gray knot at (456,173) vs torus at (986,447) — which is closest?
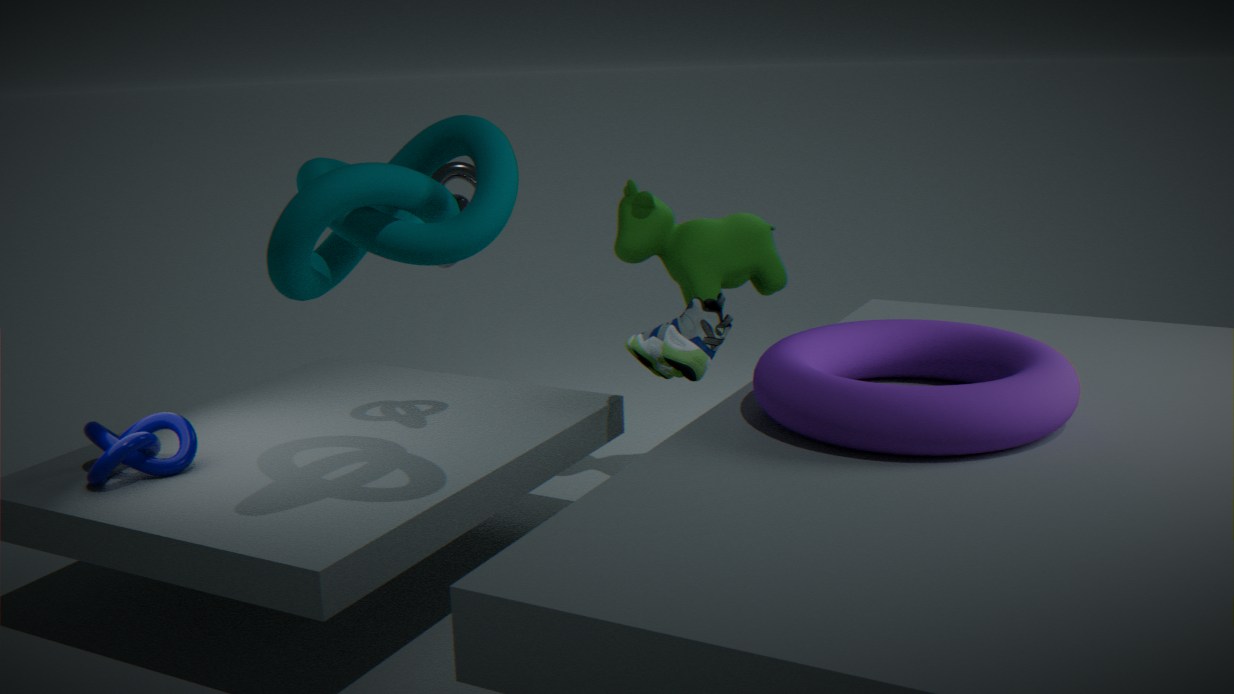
torus at (986,447)
